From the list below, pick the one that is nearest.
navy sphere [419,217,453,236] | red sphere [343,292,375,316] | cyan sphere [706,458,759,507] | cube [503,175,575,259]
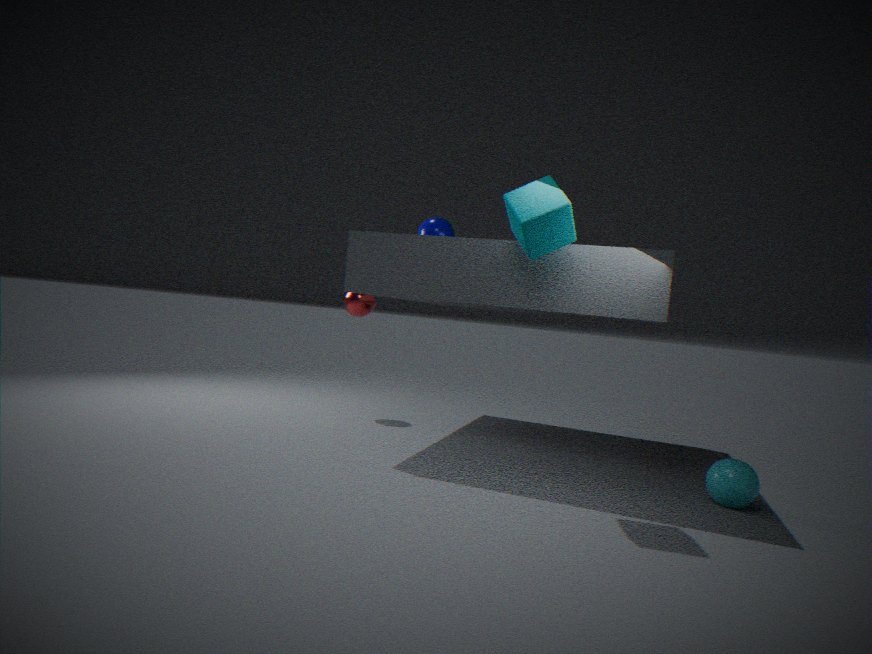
cube [503,175,575,259]
